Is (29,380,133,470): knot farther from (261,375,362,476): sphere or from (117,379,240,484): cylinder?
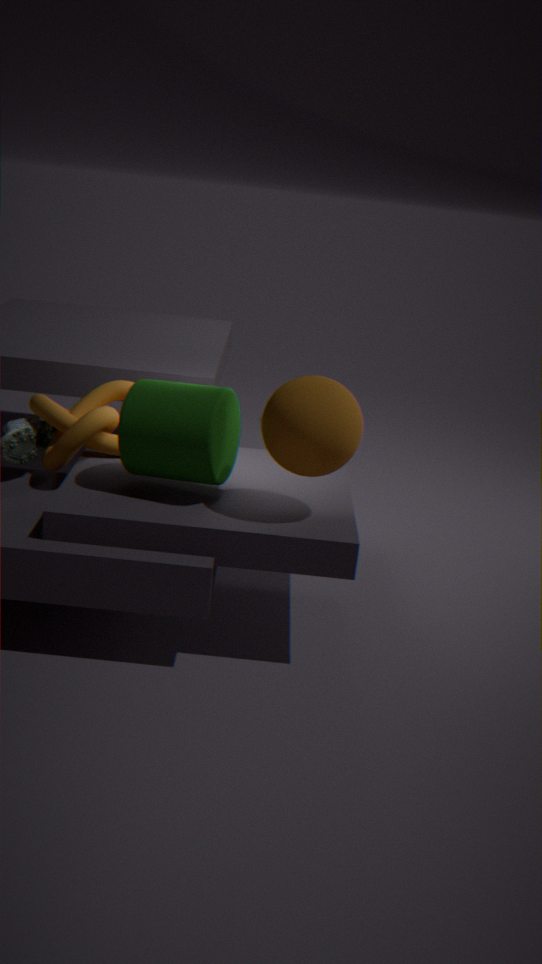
(261,375,362,476): sphere
